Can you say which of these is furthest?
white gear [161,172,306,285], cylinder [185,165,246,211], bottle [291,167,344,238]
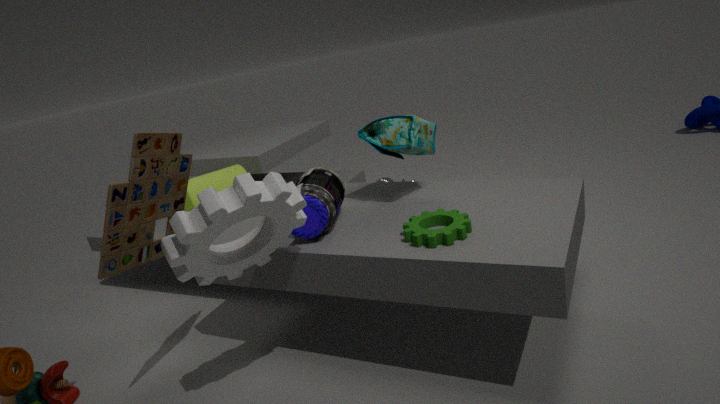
cylinder [185,165,246,211]
